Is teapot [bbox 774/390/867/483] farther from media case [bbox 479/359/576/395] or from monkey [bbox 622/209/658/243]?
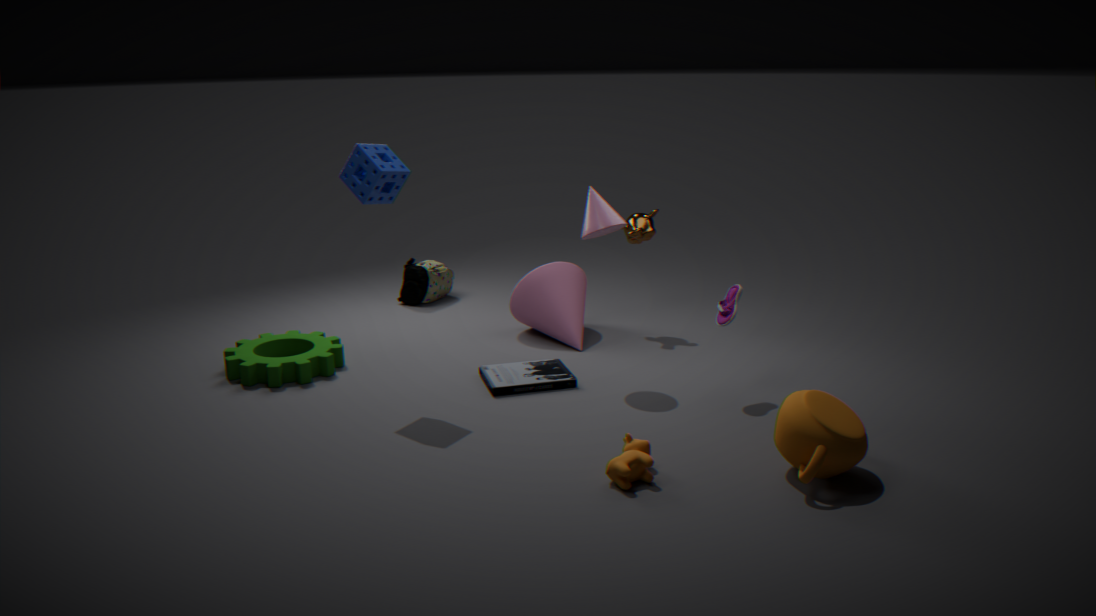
monkey [bbox 622/209/658/243]
